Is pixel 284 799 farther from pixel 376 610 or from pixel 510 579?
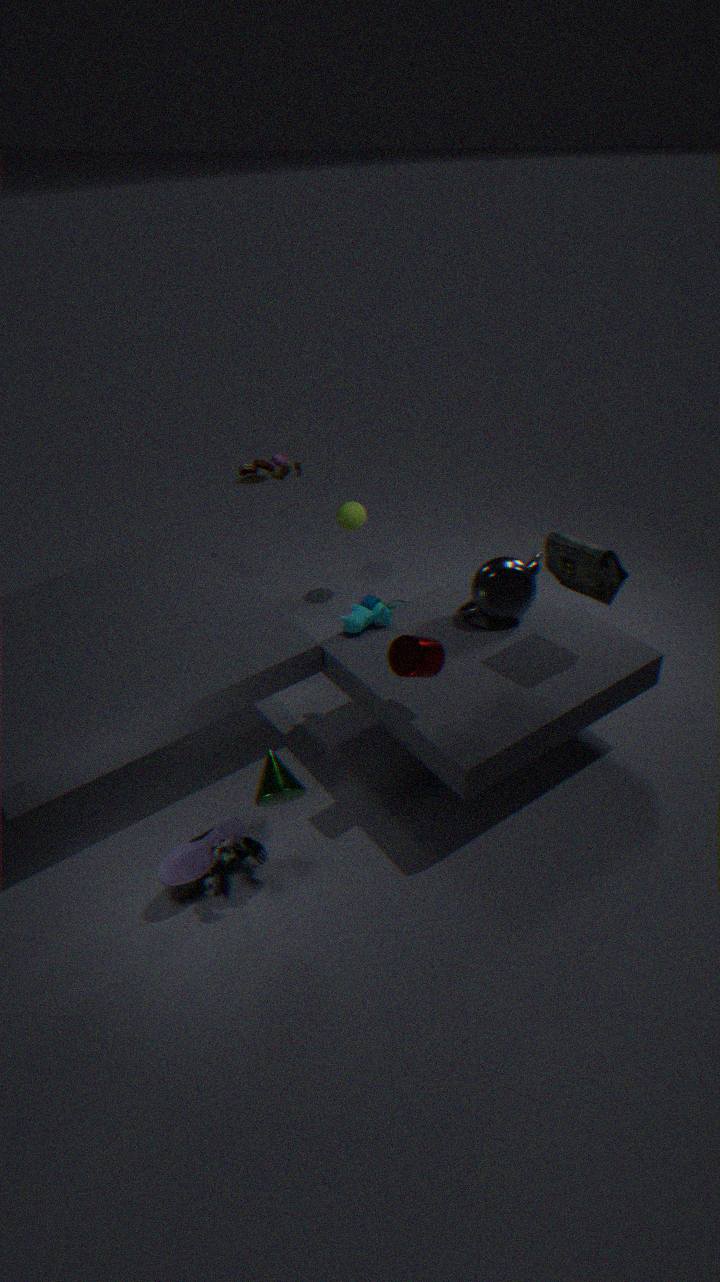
pixel 510 579
